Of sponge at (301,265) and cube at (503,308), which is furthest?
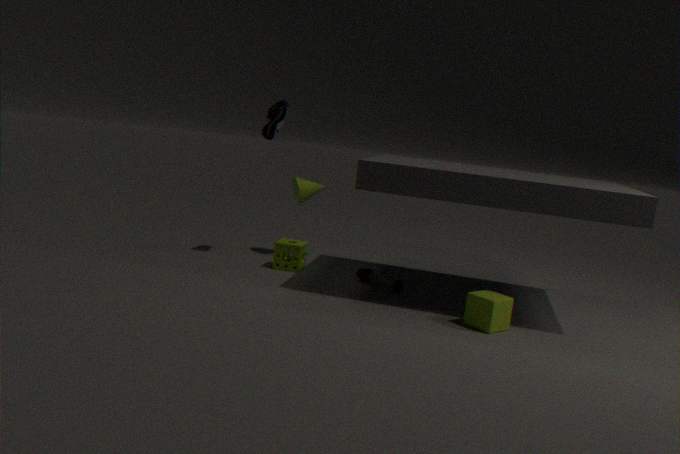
sponge at (301,265)
